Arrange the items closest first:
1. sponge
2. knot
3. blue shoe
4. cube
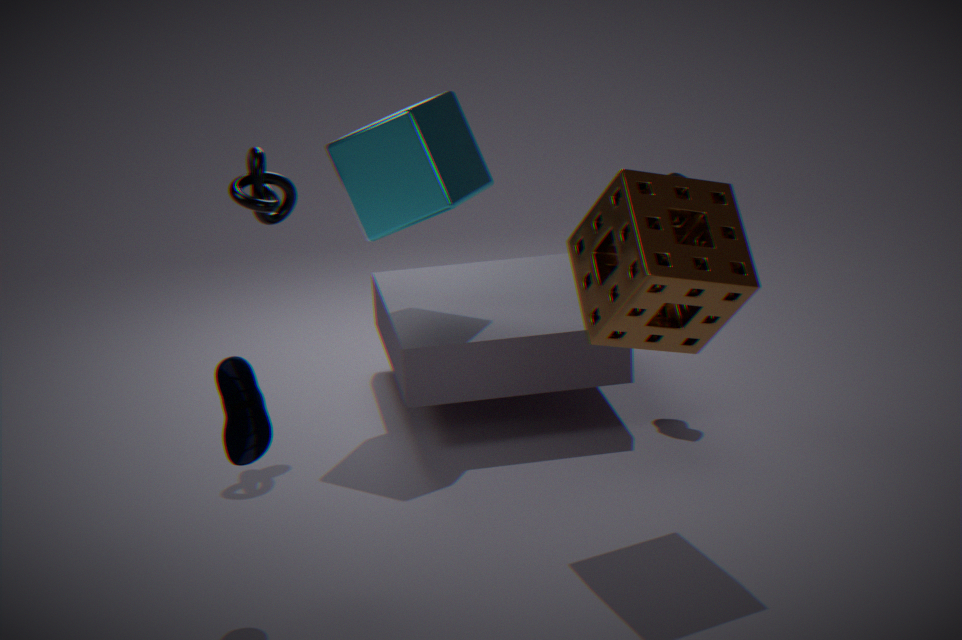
blue shoe → sponge → cube → knot
